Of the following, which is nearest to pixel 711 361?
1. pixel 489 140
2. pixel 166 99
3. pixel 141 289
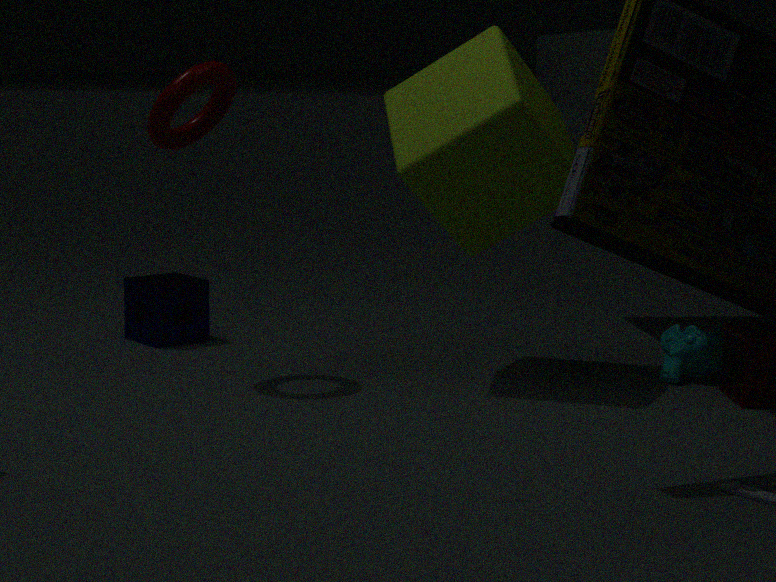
pixel 489 140
